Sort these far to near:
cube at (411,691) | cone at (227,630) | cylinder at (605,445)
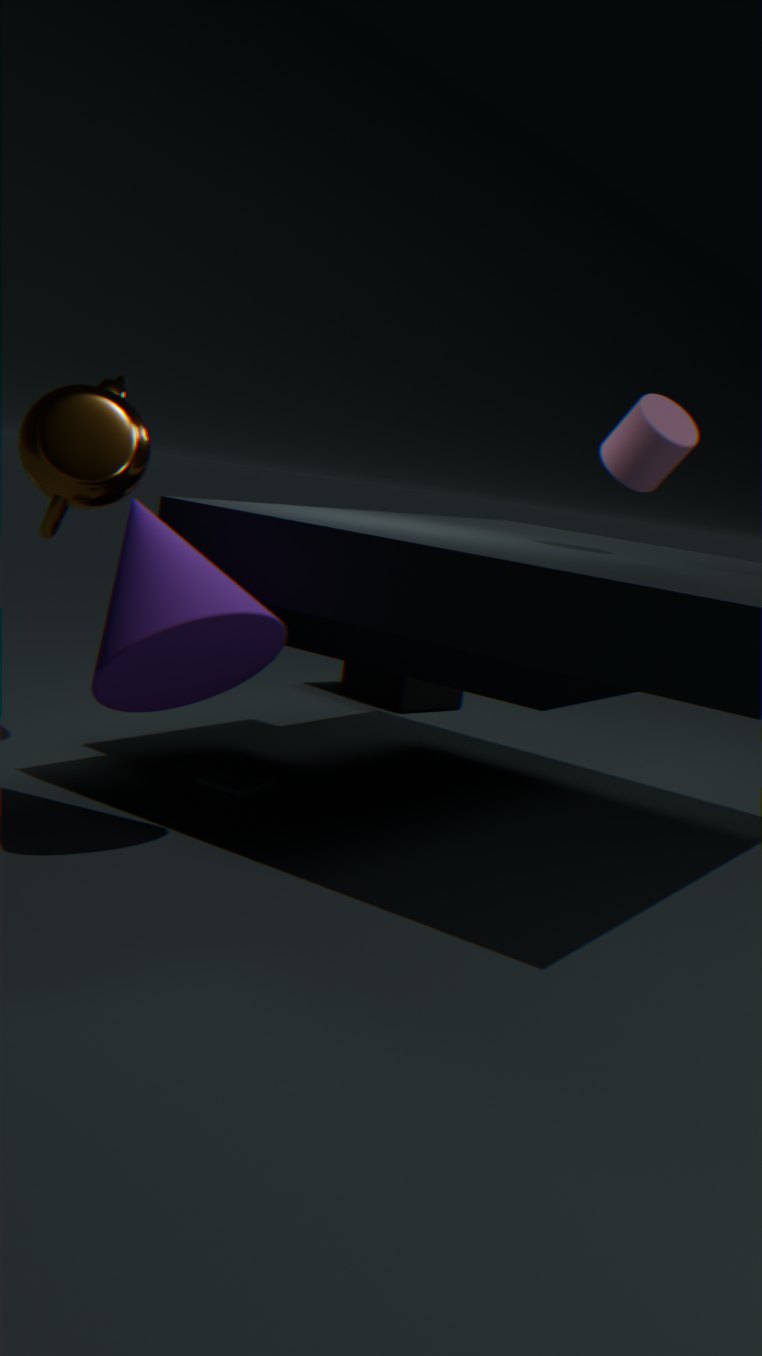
cube at (411,691) → cylinder at (605,445) → cone at (227,630)
